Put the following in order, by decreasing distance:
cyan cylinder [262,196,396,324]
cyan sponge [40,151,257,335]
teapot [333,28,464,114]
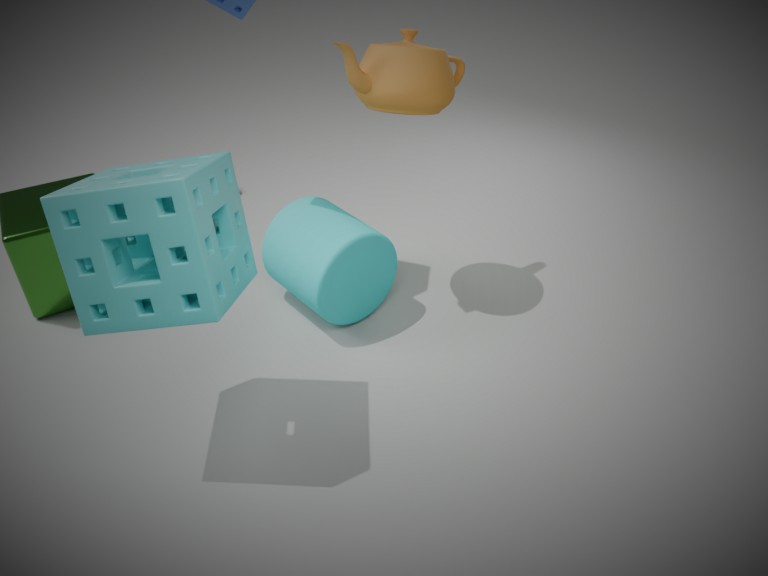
cyan cylinder [262,196,396,324] < teapot [333,28,464,114] < cyan sponge [40,151,257,335]
